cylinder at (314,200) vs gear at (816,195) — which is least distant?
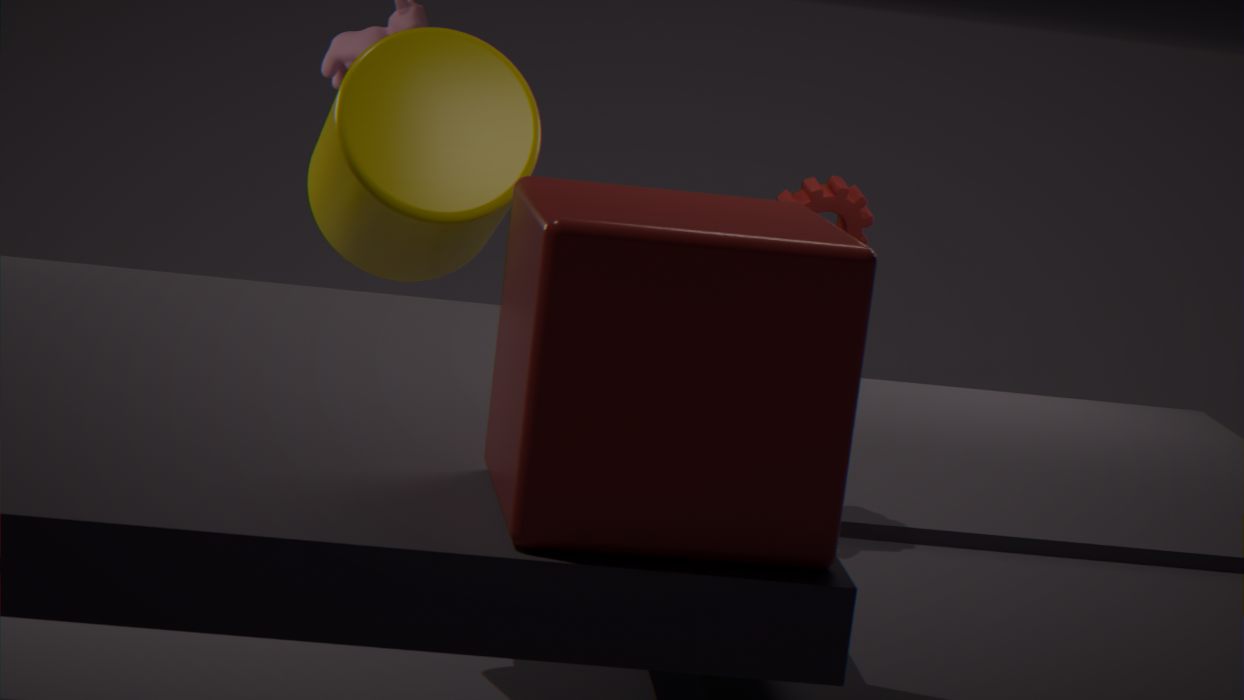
cylinder at (314,200)
